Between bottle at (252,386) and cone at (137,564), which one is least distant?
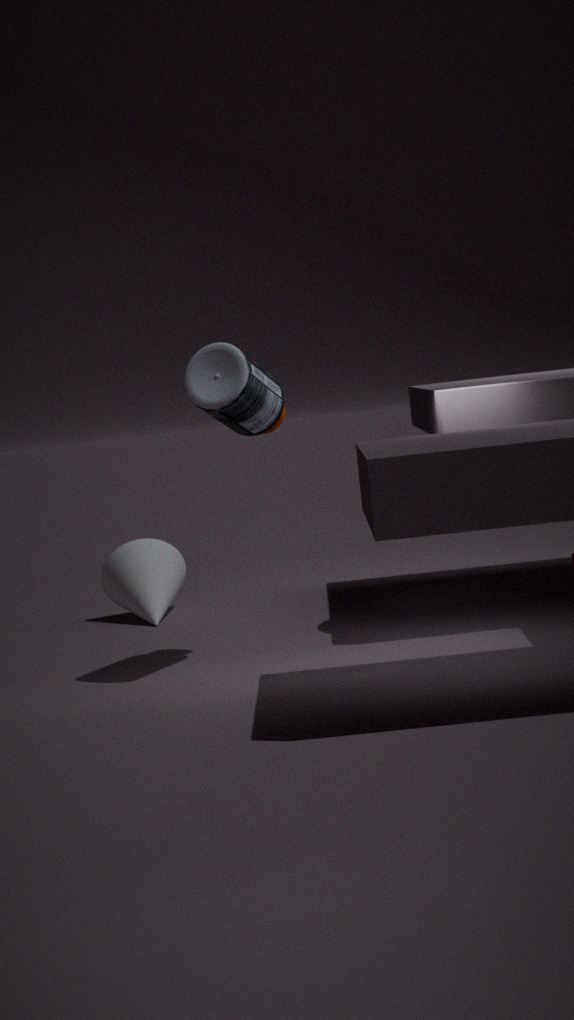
bottle at (252,386)
